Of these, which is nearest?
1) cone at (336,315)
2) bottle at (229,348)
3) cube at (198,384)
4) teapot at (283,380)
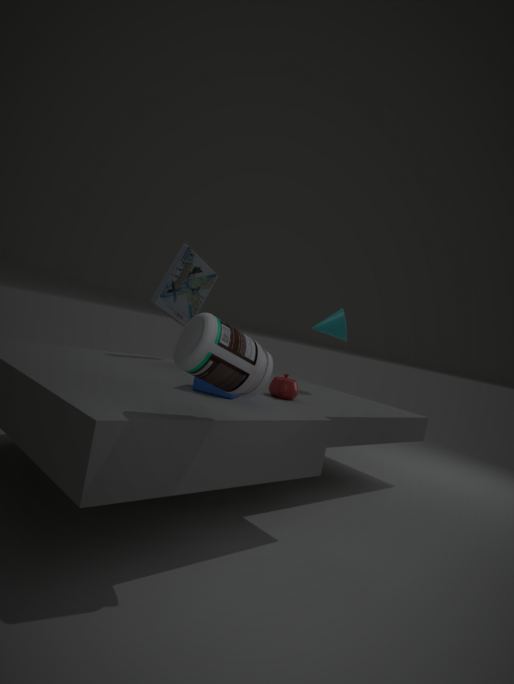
2. bottle at (229,348)
